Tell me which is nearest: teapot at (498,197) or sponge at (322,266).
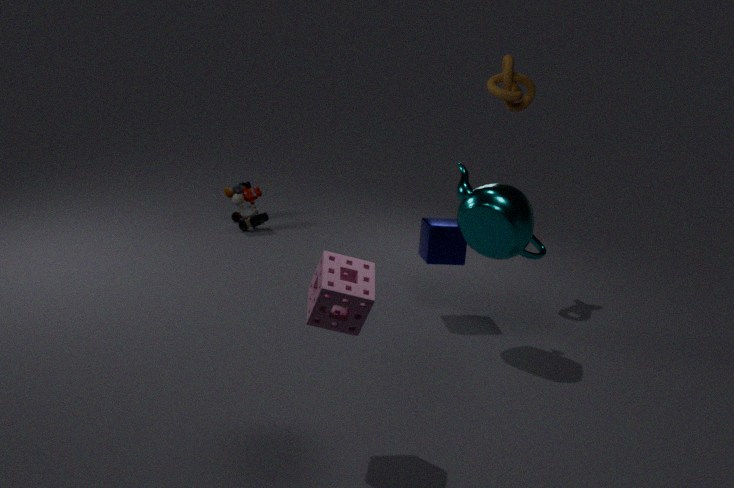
sponge at (322,266)
